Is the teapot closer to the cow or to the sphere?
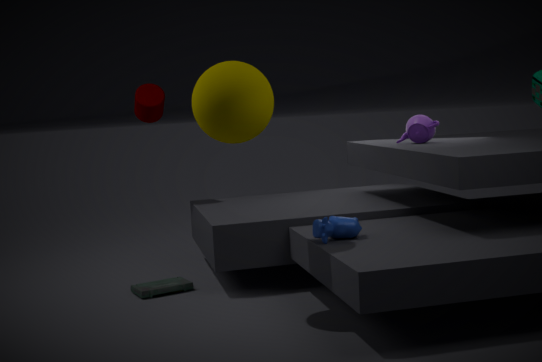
the cow
